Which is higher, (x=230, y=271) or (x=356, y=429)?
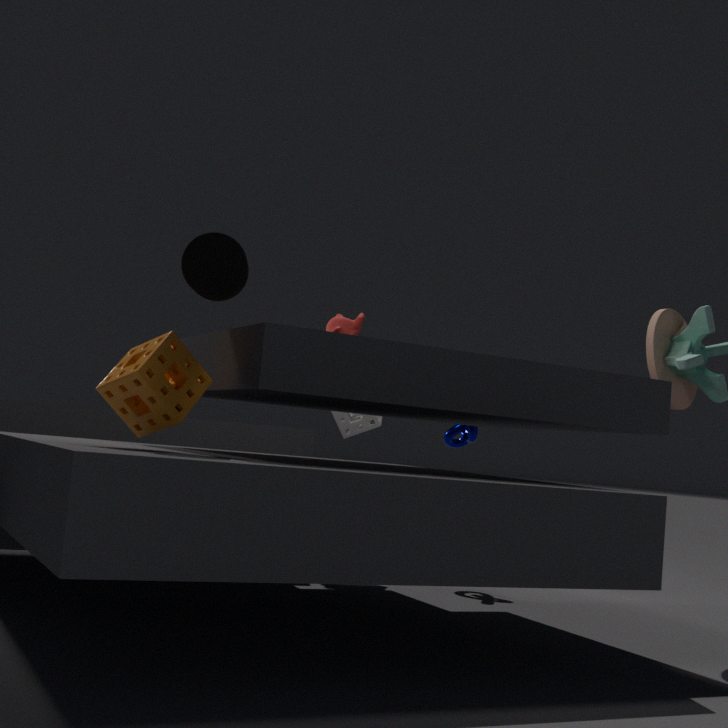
(x=230, y=271)
